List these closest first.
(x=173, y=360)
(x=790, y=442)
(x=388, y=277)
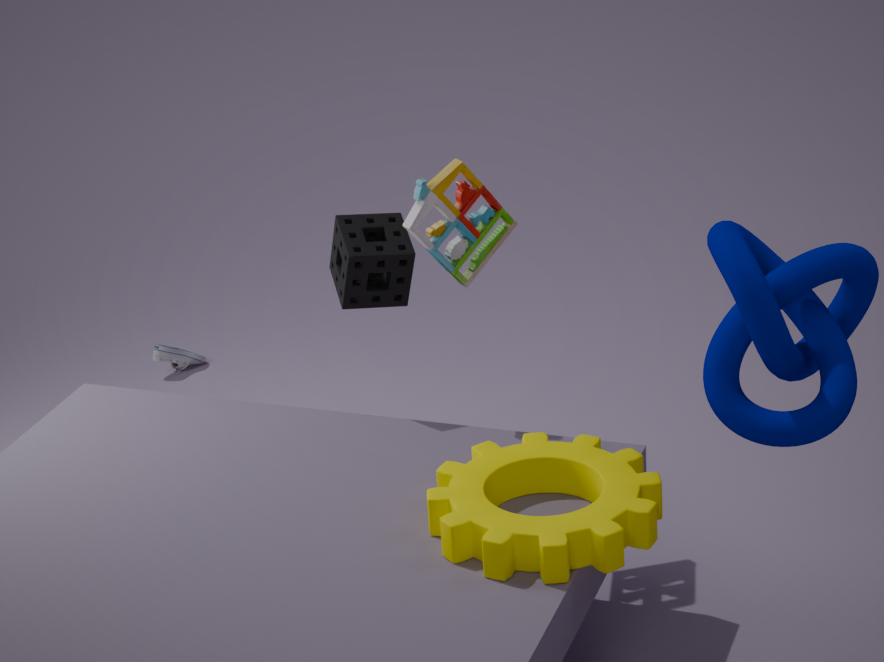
(x=790, y=442) → (x=388, y=277) → (x=173, y=360)
